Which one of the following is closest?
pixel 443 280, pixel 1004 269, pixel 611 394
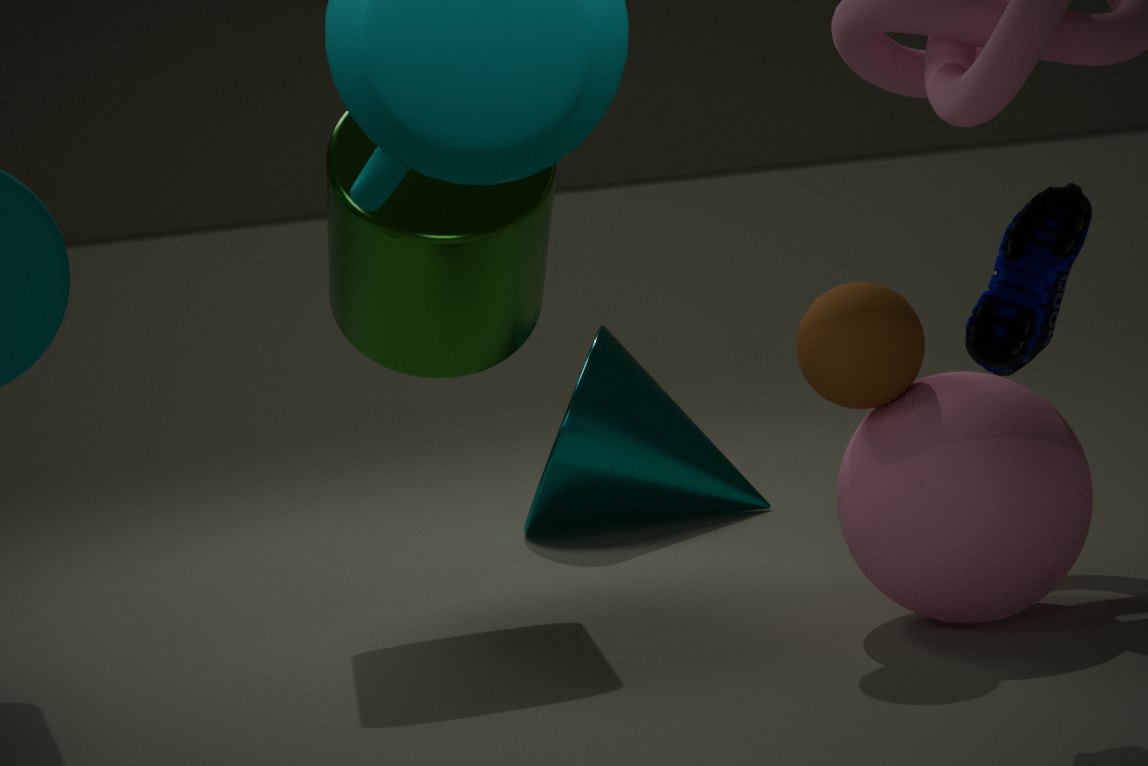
pixel 1004 269
